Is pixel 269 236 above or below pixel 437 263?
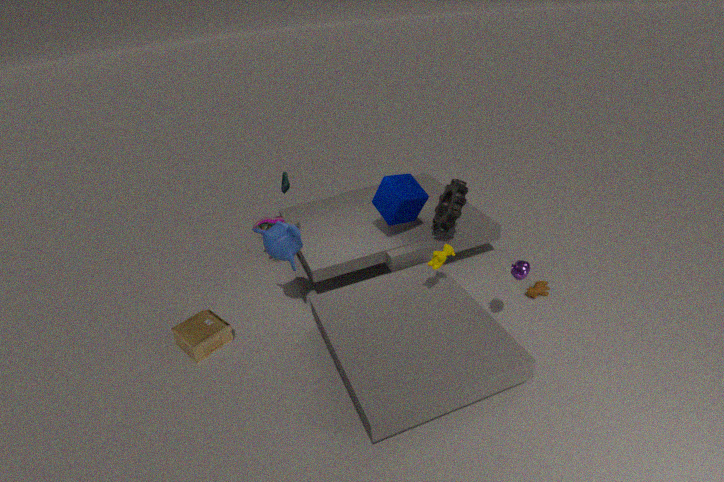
above
